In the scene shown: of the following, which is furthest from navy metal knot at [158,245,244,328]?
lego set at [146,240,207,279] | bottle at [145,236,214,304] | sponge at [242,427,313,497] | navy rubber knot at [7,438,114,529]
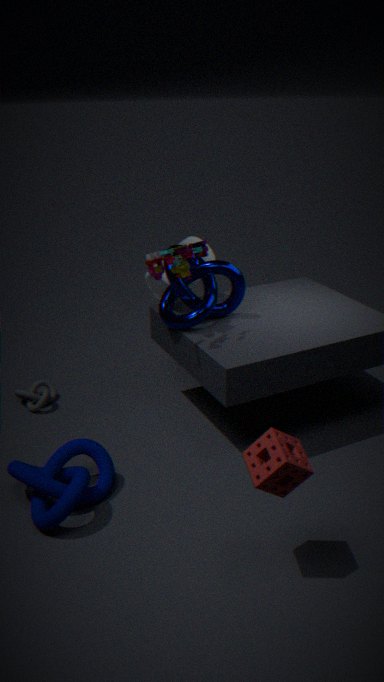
sponge at [242,427,313,497]
